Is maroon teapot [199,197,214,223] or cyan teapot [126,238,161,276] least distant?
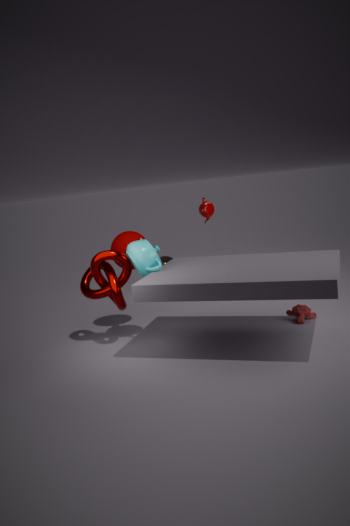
cyan teapot [126,238,161,276]
